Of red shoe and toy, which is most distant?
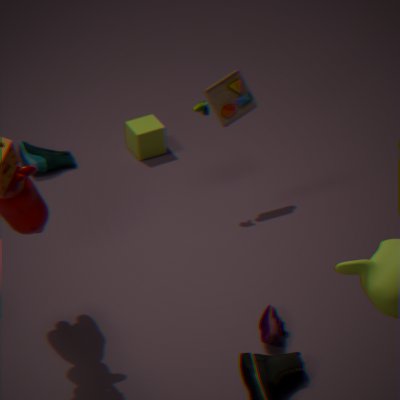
toy
